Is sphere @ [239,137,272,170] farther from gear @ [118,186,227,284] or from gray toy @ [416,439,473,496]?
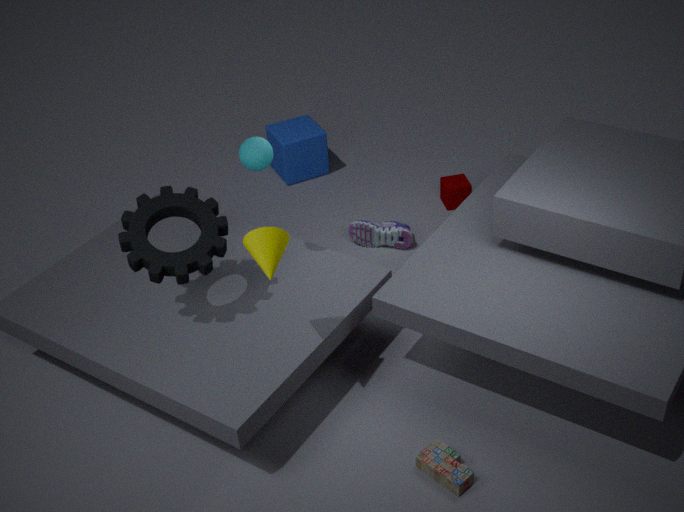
gray toy @ [416,439,473,496]
